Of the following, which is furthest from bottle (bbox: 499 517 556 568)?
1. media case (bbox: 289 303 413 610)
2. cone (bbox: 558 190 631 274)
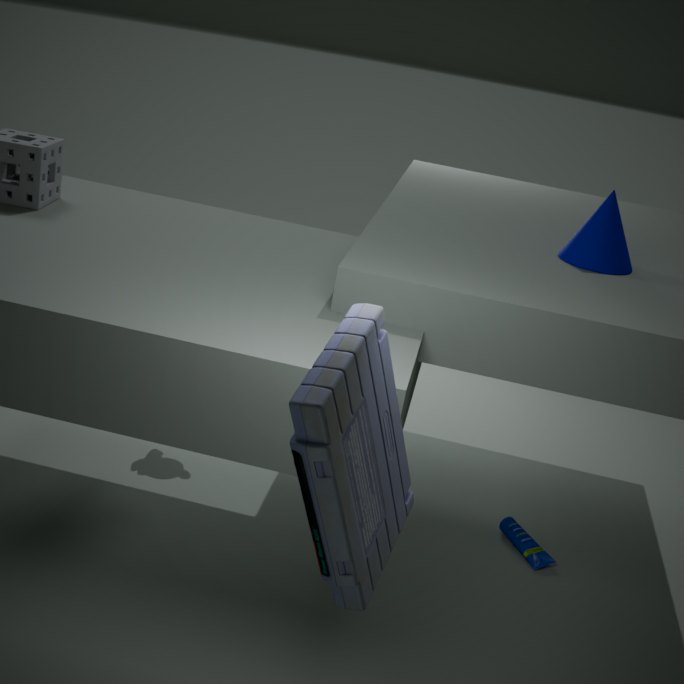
media case (bbox: 289 303 413 610)
